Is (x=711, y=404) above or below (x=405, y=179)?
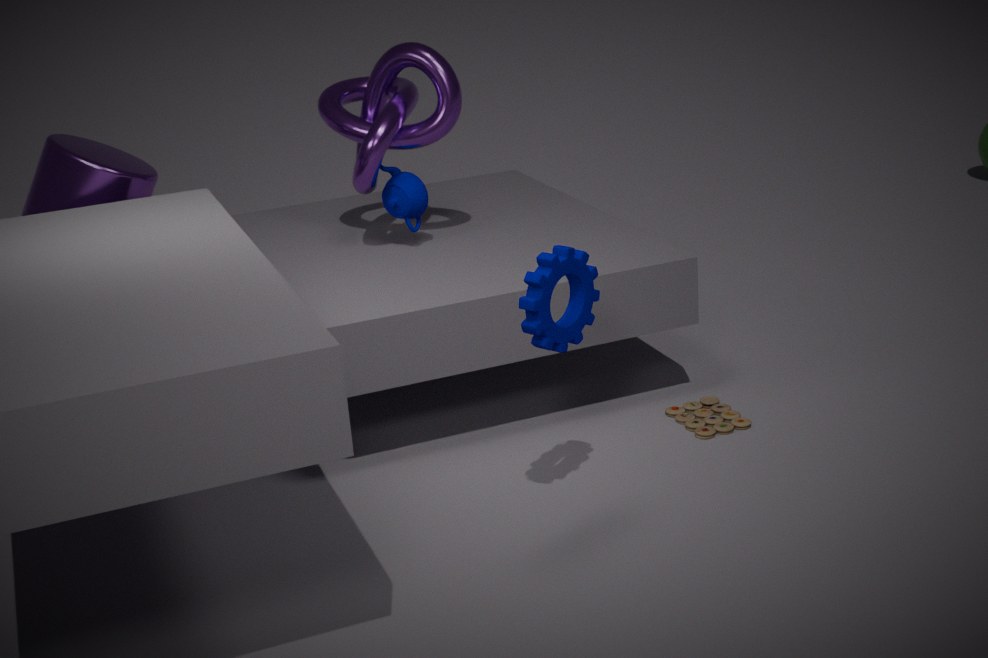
below
